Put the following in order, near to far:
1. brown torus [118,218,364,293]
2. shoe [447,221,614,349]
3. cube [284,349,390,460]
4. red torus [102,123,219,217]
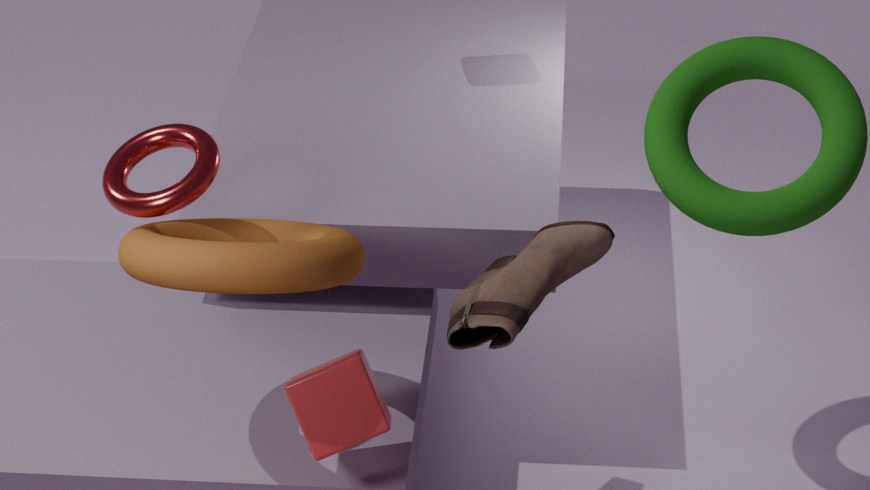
brown torus [118,218,364,293] < red torus [102,123,219,217] < cube [284,349,390,460] < shoe [447,221,614,349]
